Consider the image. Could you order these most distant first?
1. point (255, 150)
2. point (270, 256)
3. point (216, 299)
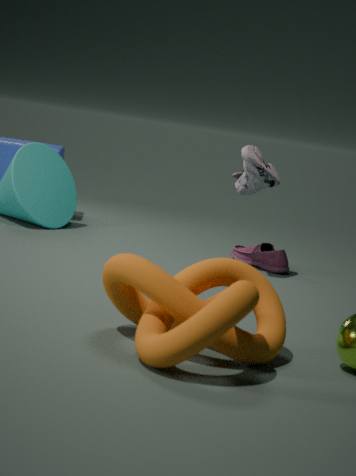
point (270, 256), point (255, 150), point (216, 299)
